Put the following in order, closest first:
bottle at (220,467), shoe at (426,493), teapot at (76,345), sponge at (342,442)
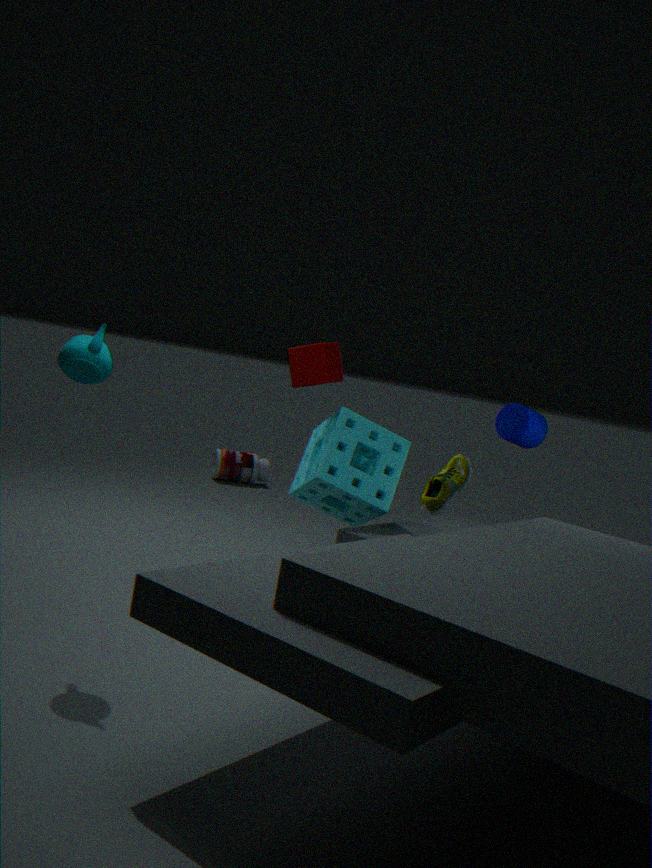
teapot at (76,345)
shoe at (426,493)
sponge at (342,442)
bottle at (220,467)
